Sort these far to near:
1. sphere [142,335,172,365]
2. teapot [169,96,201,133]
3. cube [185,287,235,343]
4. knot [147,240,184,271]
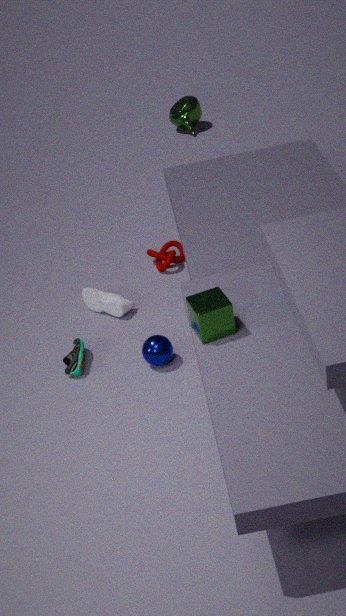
teapot [169,96,201,133], knot [147,240,184,271], sphere [142,335,172,365], cube [185,287,235,343]
